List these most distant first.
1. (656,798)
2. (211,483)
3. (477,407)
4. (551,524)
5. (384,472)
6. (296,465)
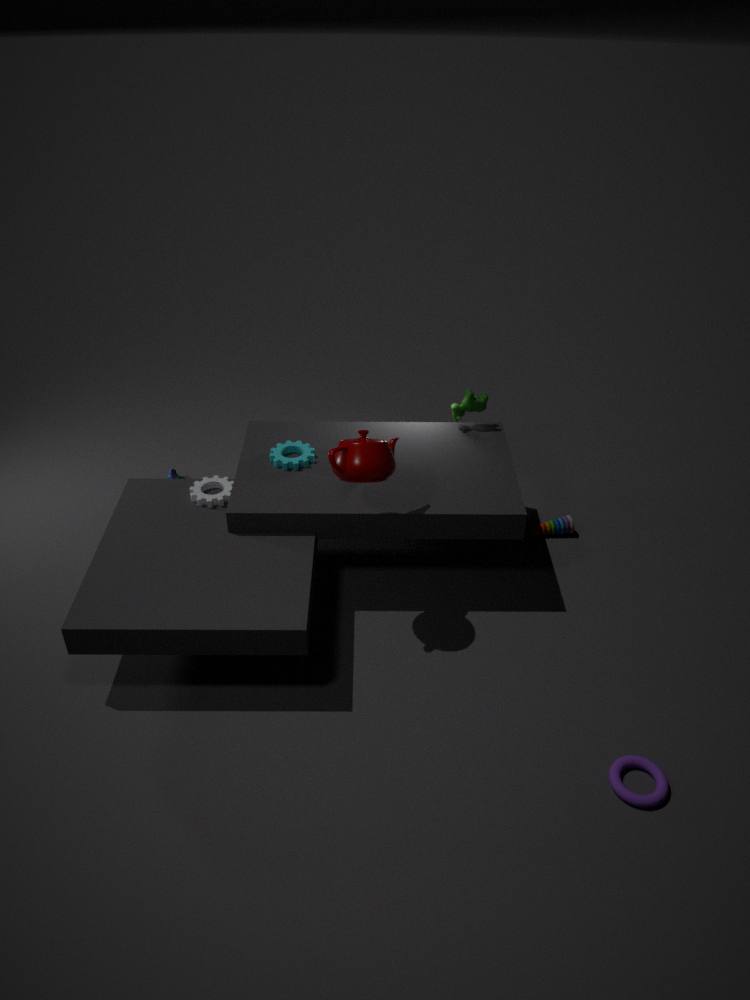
(551,524), (477,407), (211,483), (296,465), (384,472), (656,798)
